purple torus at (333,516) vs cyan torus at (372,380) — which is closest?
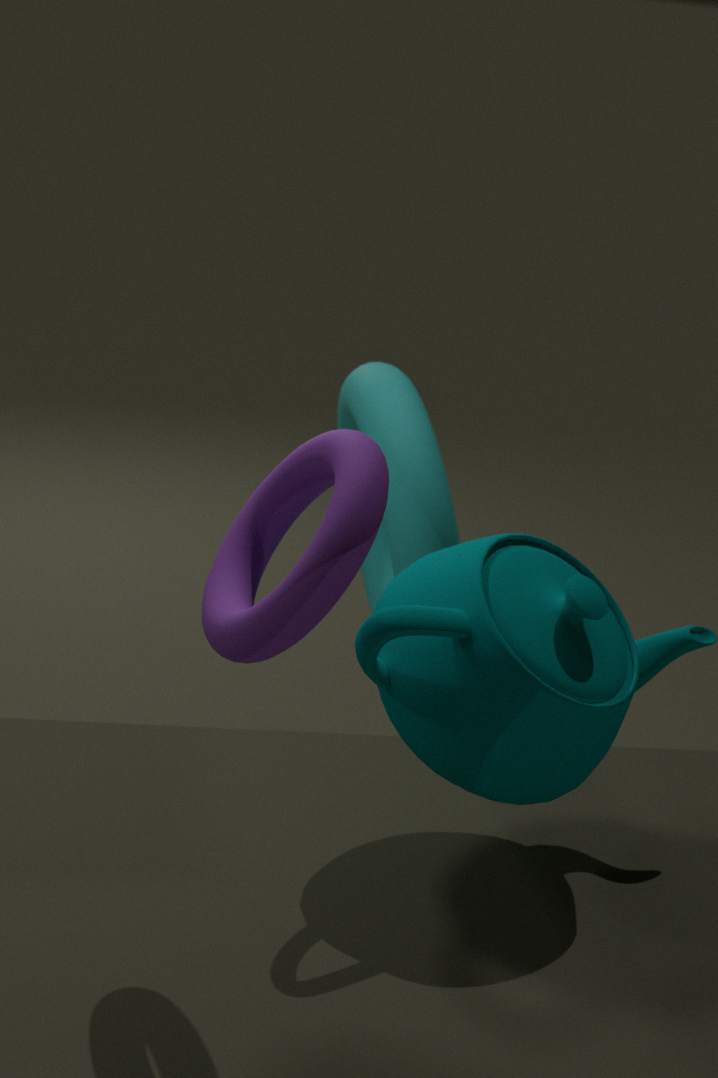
purple torus at (333,516)
